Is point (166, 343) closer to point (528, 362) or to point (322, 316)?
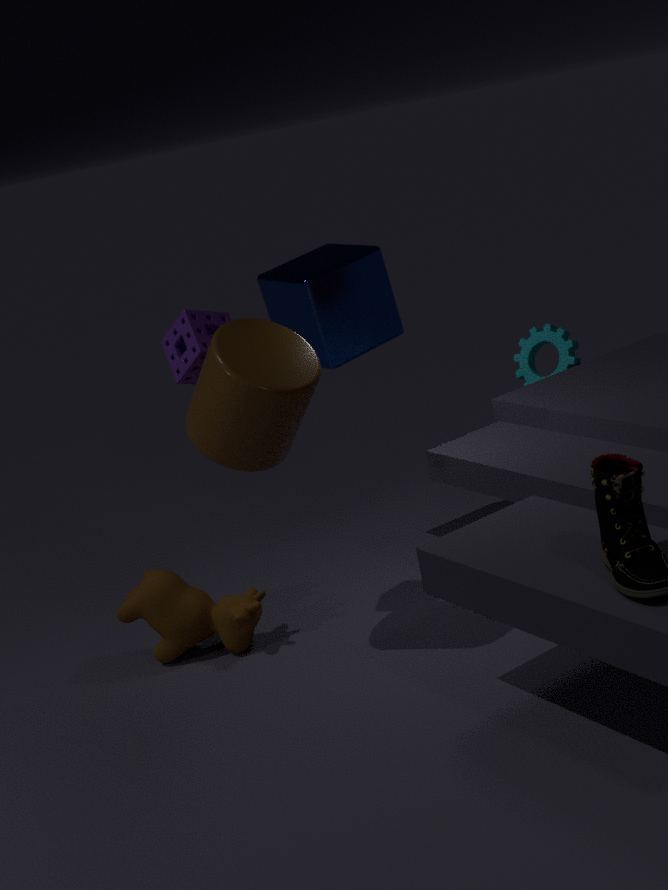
point (322, 316)
